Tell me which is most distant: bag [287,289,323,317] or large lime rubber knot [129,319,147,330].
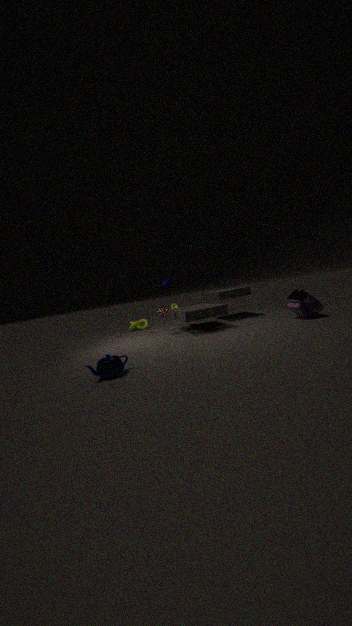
large lime rubber knot [129,319,147,330]
